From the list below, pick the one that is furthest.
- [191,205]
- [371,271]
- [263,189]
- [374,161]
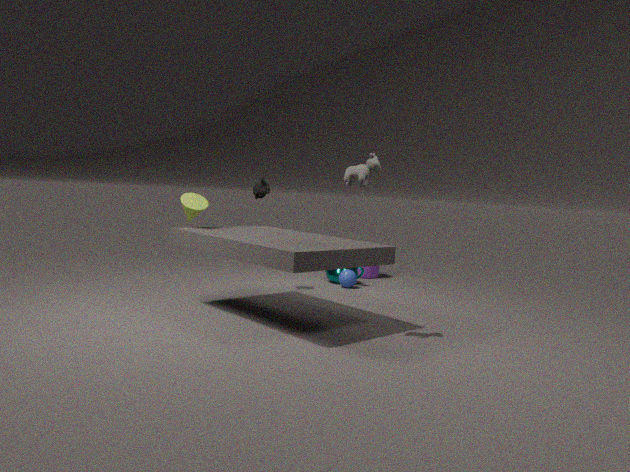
[371,271]
